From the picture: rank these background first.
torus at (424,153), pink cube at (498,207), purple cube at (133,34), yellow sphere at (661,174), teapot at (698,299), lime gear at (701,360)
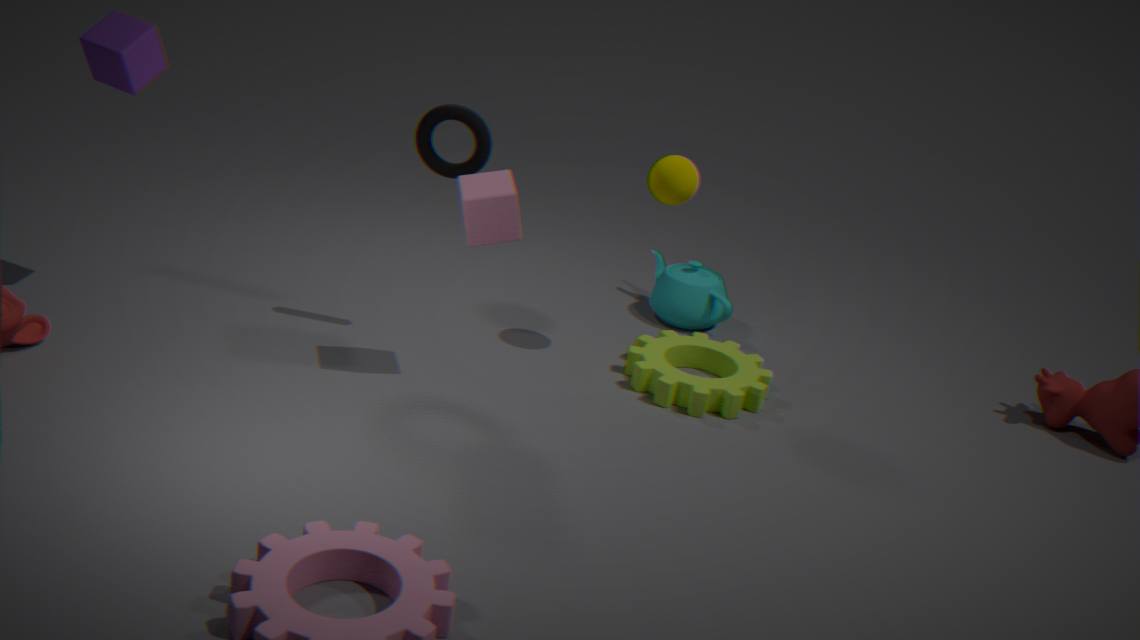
teapot at (698,299), lime gear at (701,360), yellow sphere at (661,174), torus at (424,153), purple cube at (133,34), pink cube at (498,207)
